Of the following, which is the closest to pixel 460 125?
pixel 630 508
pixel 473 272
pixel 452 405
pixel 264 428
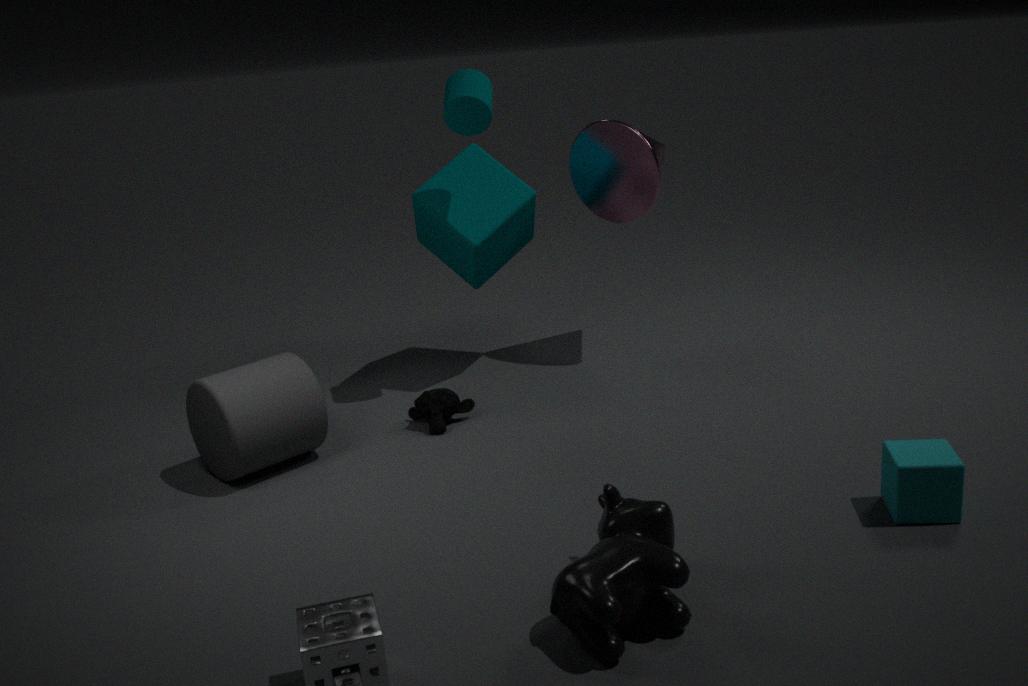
pixel 473 272
